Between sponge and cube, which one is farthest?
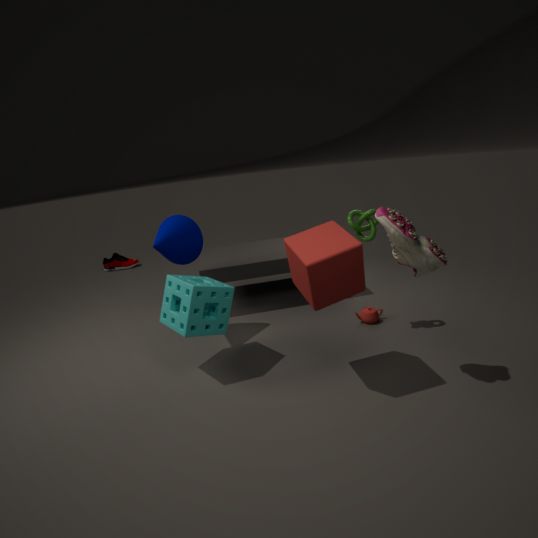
sponge
